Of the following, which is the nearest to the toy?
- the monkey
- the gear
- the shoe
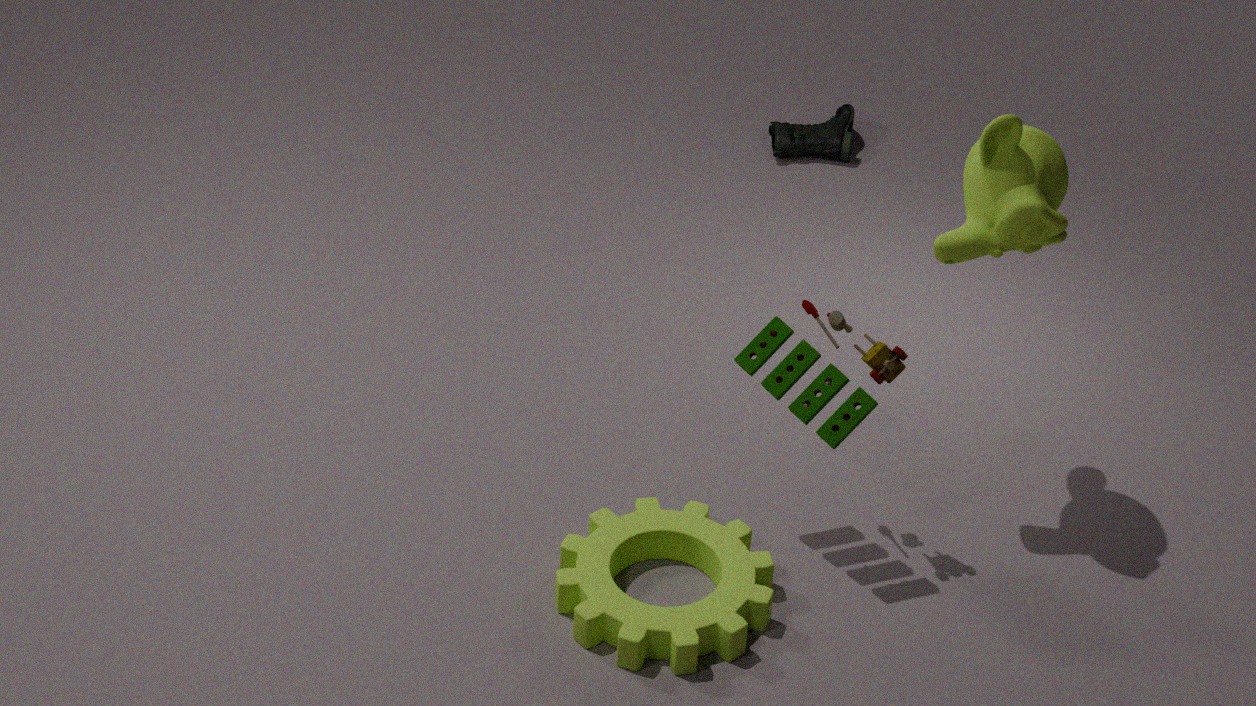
the monkey
